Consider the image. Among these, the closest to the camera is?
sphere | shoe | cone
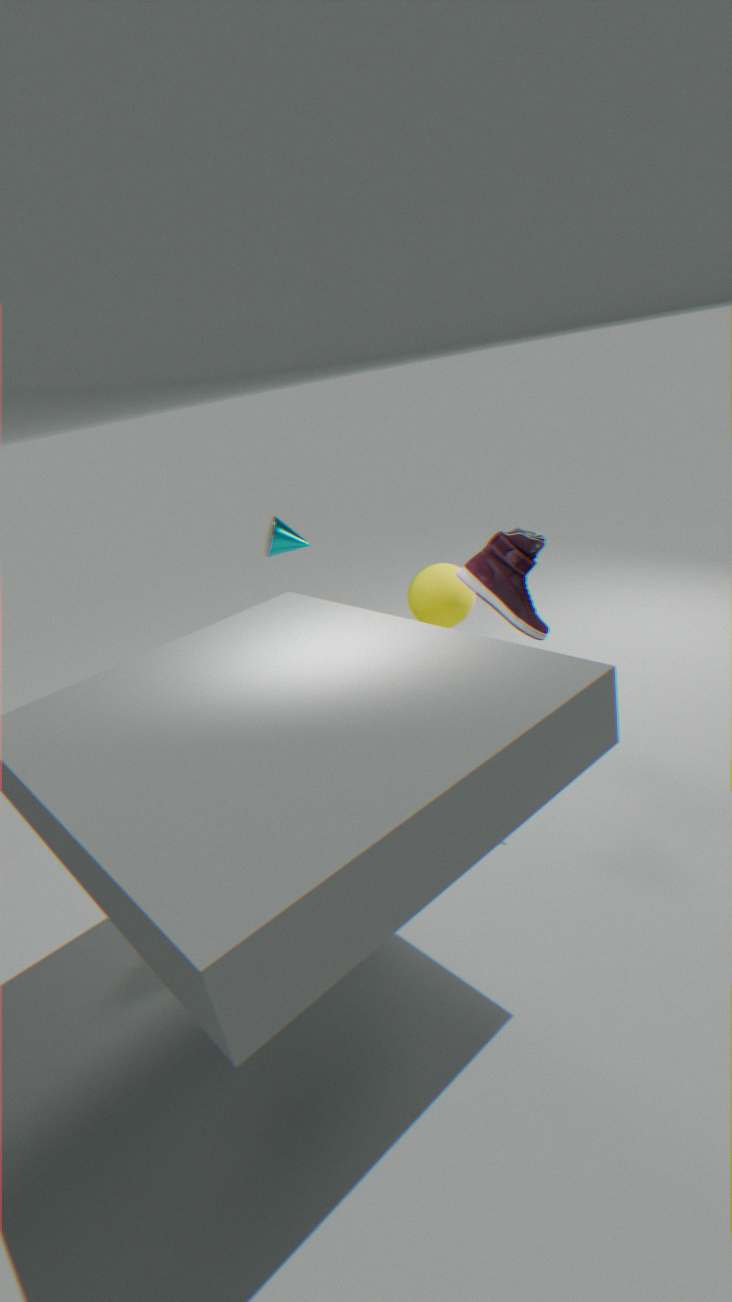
shoe
